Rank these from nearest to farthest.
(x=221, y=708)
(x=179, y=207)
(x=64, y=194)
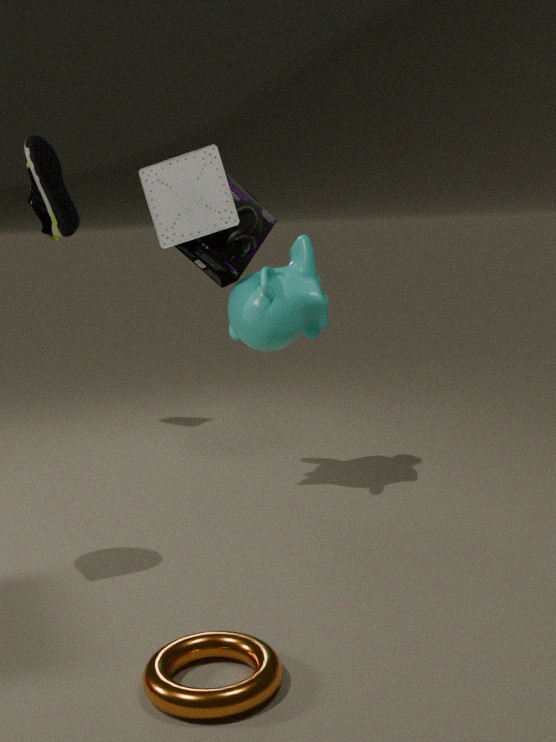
(x=221, y=708), (x=179, y=207), (x=64, y=194)
